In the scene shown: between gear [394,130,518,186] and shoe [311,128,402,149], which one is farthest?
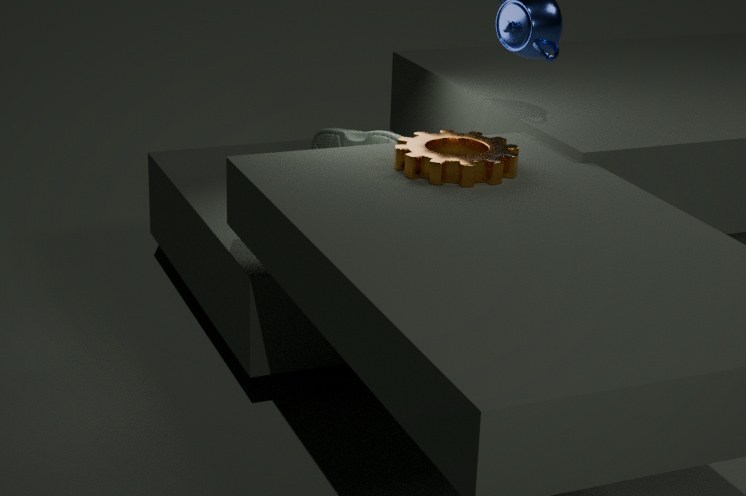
shoe [311,128,402,149]
